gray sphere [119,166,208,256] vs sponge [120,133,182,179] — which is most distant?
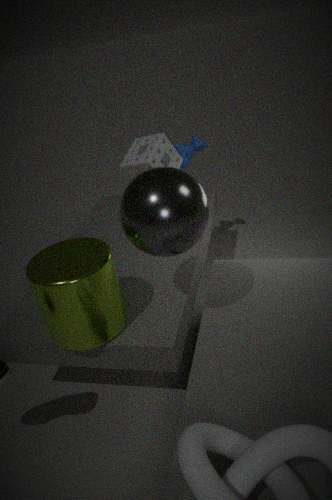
sponge [120,133,182,179]
